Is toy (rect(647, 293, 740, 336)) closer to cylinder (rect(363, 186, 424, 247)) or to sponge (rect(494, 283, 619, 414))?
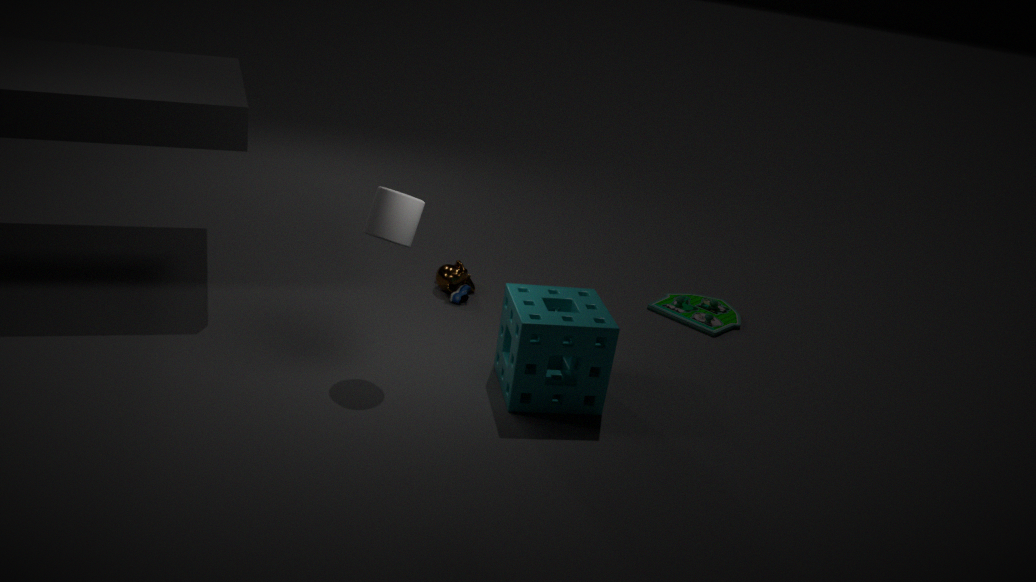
sponge (rect(494, 283, 619, 414))
